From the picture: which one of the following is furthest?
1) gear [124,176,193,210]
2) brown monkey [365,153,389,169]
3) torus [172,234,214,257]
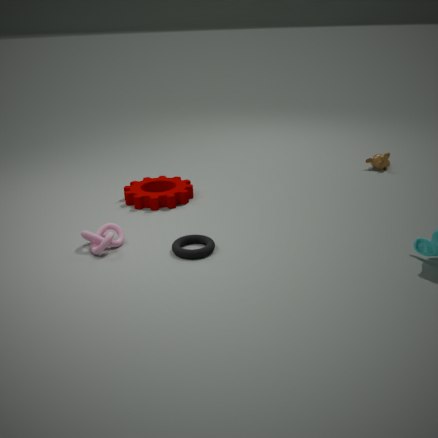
2. brown monkey [365,153,389,169]
